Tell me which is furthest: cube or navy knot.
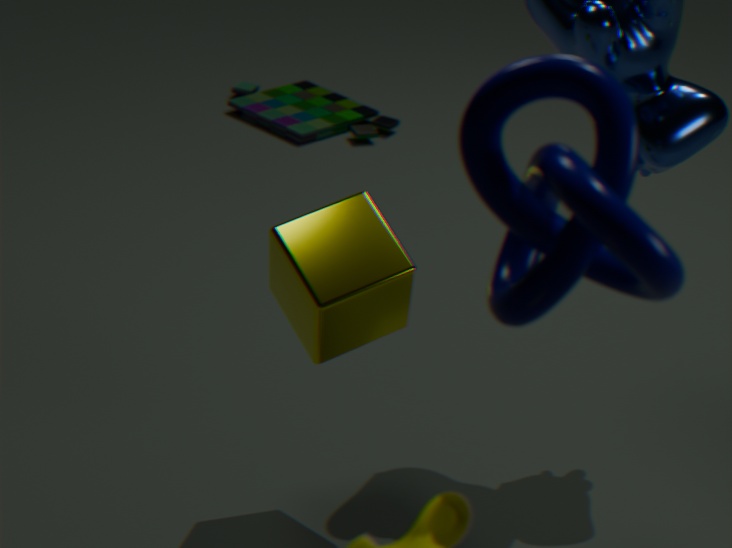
cube
